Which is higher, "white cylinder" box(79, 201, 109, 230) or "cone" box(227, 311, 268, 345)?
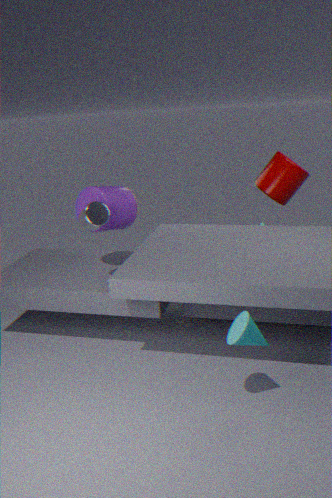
"white cylinder" box(79, 201, 109, 230)
